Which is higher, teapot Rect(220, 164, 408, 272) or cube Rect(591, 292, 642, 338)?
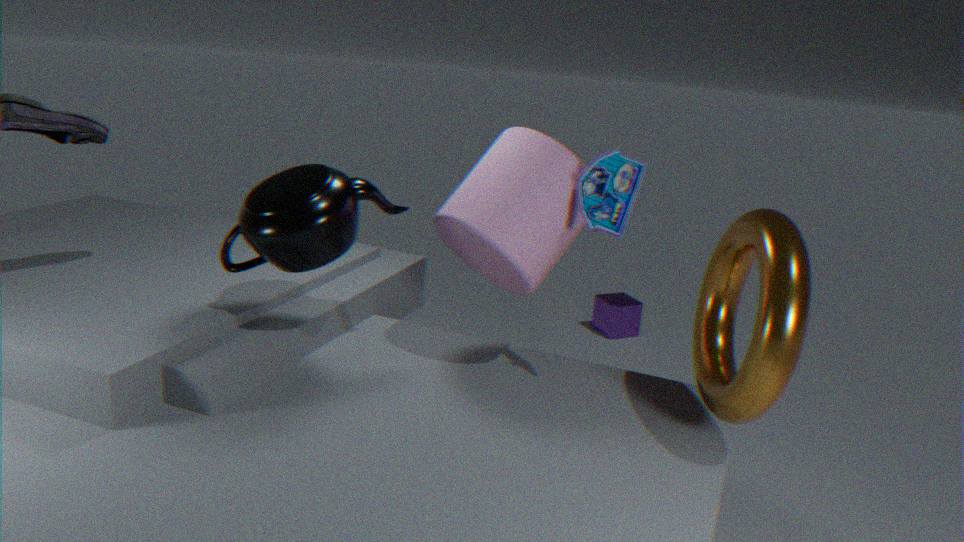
teapot Rect(220, 164, 408, 272)
